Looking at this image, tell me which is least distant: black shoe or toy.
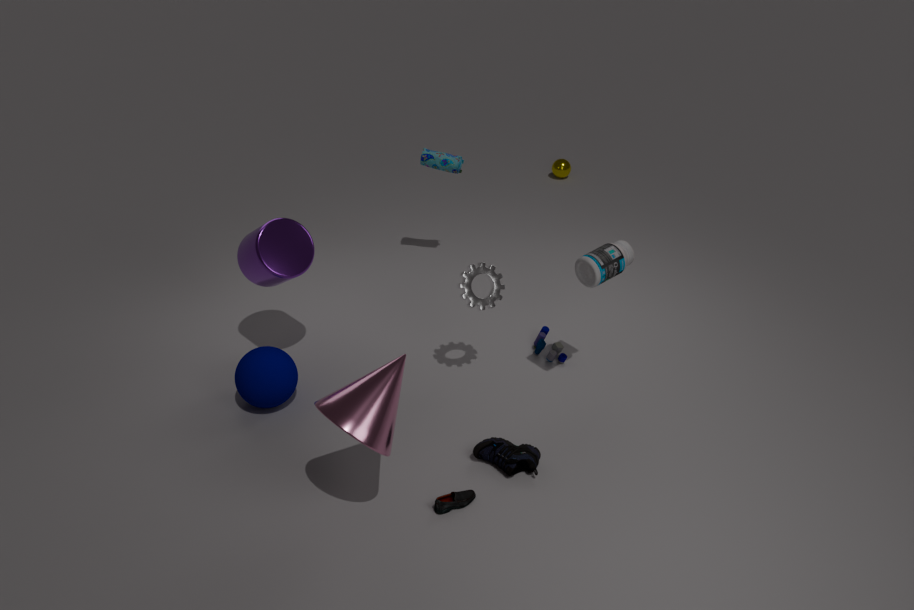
black shoe
